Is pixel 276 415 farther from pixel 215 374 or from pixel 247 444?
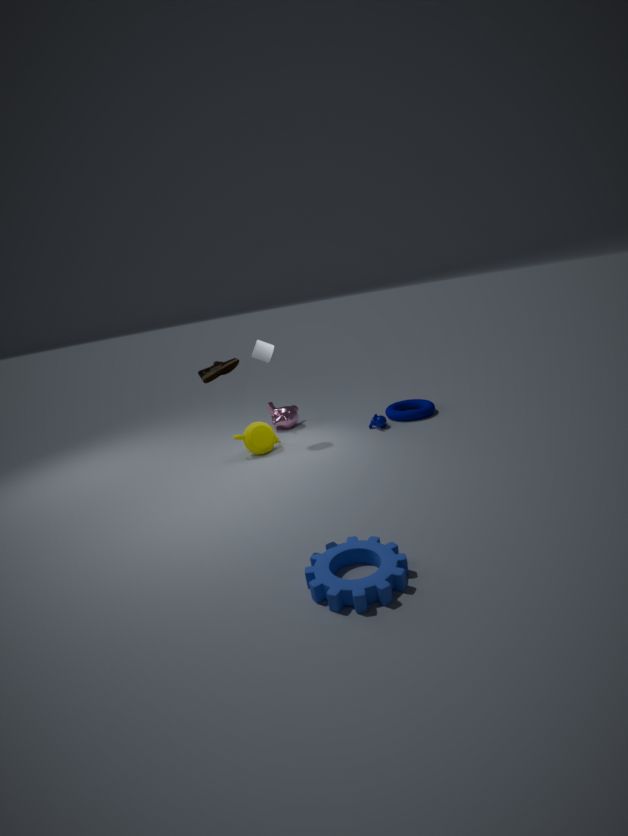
pixel 215 374
